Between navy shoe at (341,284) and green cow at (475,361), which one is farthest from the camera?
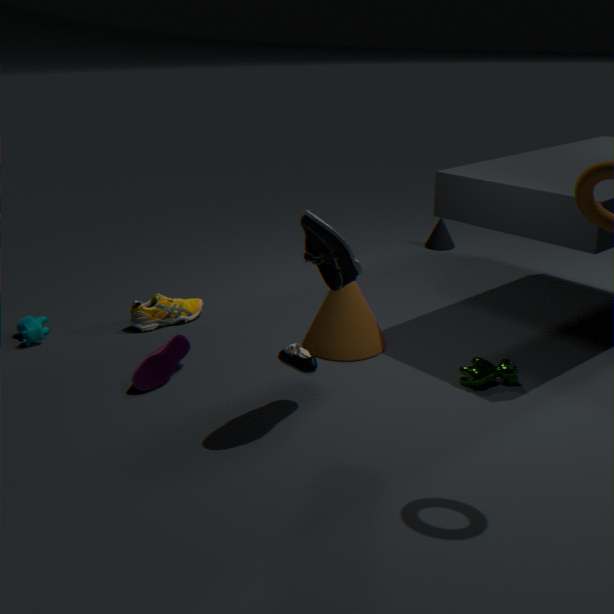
green cow at (475,361)
